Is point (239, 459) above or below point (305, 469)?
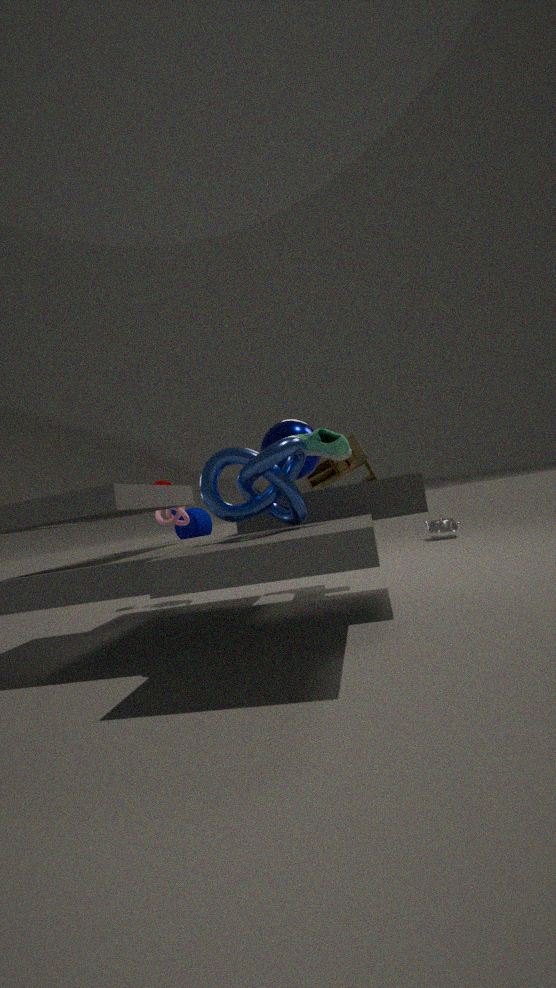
below
